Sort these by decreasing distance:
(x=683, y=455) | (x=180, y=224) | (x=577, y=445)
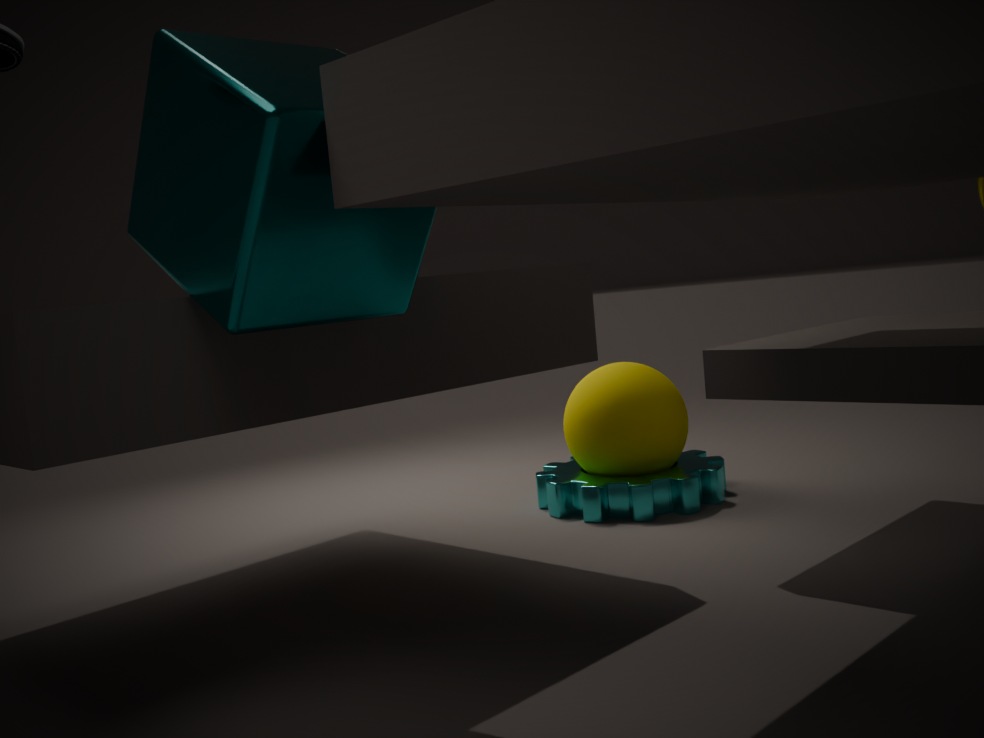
(x=683, y=455)
(x=577, y=445)
(x=180, y=224)
